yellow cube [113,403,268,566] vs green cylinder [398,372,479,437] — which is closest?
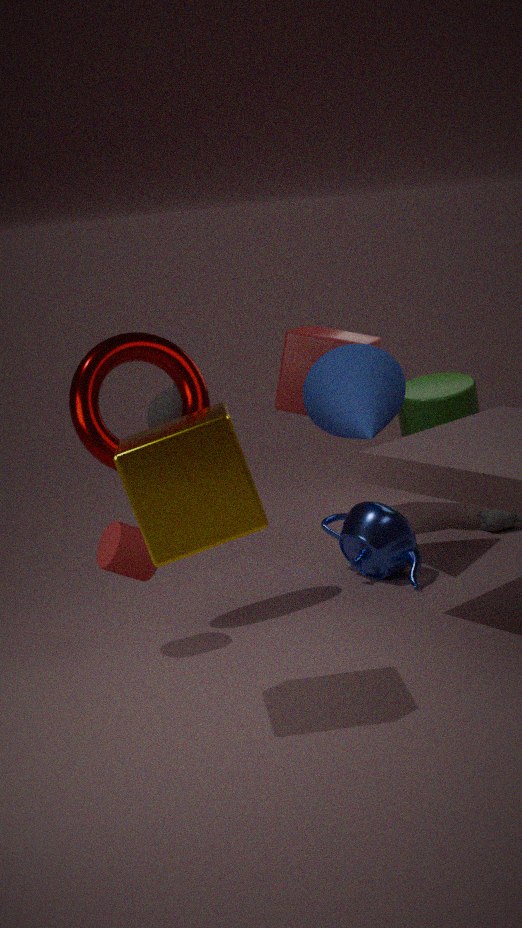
yellow cube [113,403,268,566]
